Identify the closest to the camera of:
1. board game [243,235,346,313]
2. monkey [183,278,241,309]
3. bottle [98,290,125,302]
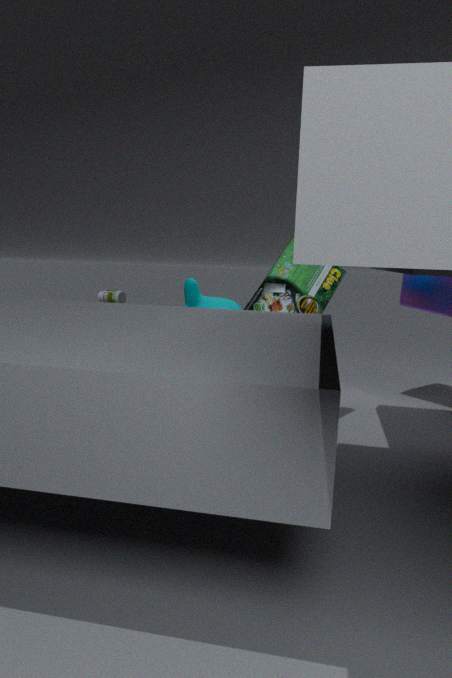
board game [243,235,346,313]
